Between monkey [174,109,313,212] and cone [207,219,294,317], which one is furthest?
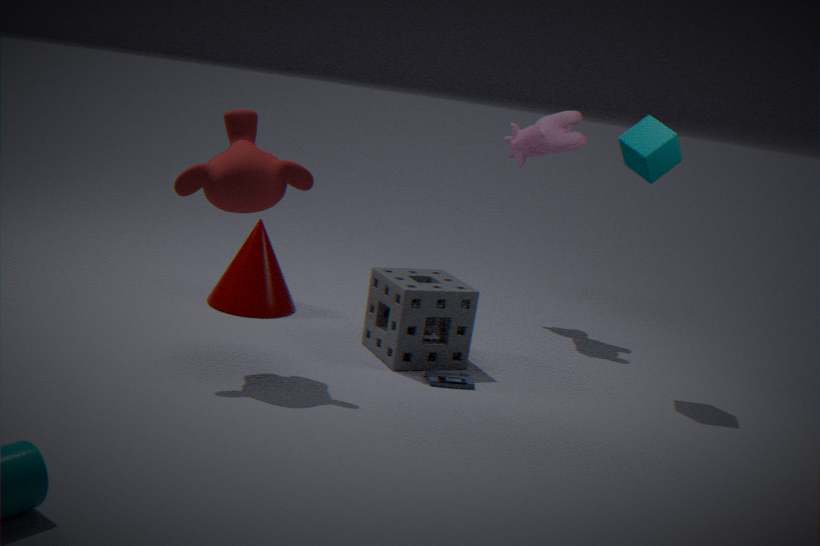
cone [207,219,294,317]
